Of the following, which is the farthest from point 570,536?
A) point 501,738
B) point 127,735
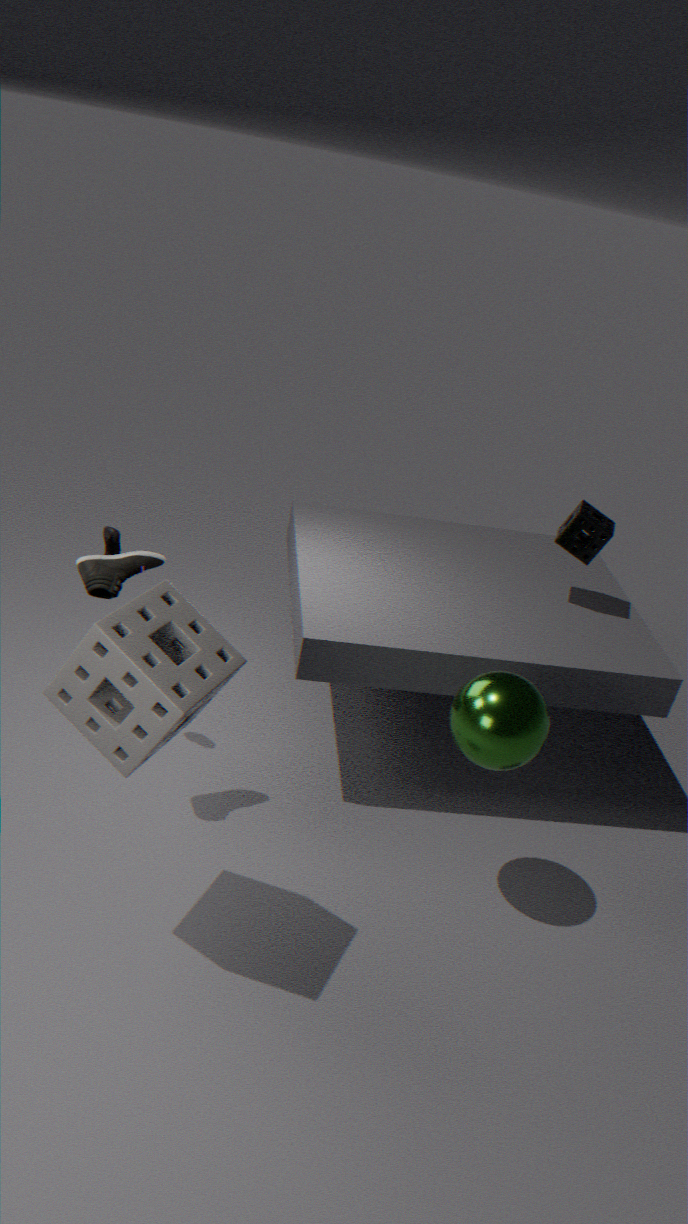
point 127,735
